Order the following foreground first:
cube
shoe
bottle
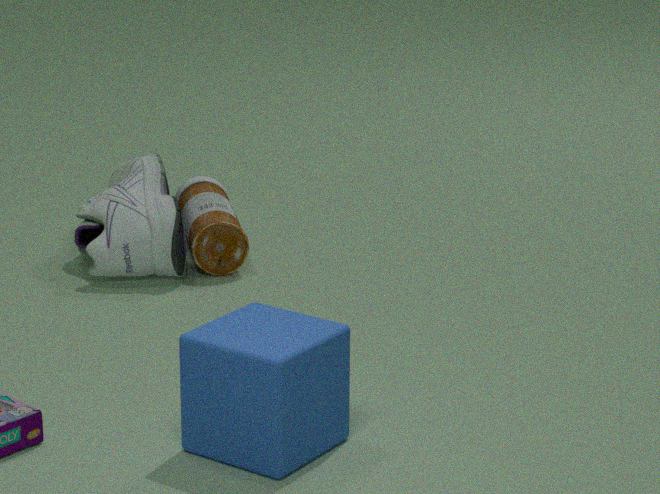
cube, shoe, bottle
